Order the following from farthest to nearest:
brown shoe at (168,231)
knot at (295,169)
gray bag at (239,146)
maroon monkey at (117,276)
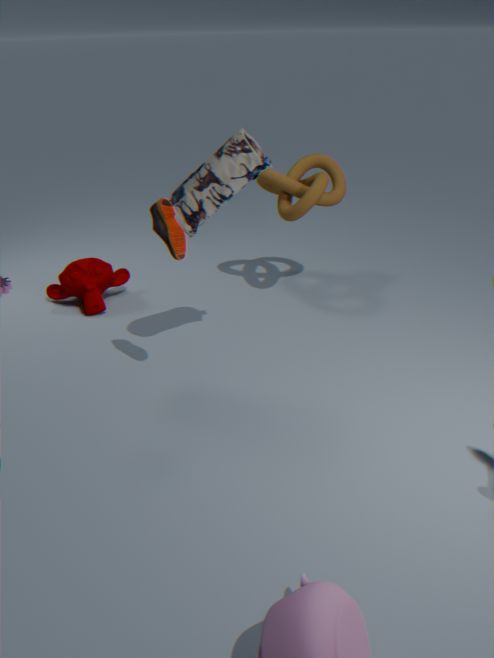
maroon monkey at (117,276)
knot at (295,169)
gray bag at (239,146)
brown shoe at (168,231)
